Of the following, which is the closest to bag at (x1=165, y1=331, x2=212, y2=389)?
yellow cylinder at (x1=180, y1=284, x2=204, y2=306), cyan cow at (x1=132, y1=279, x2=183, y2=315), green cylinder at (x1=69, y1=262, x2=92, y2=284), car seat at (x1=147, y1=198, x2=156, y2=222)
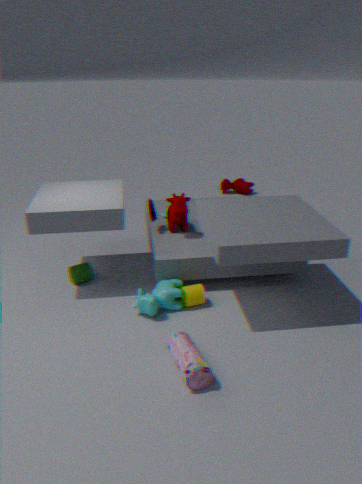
cyan cow at (x1=132, y1=279, x2=183, y2=315)
